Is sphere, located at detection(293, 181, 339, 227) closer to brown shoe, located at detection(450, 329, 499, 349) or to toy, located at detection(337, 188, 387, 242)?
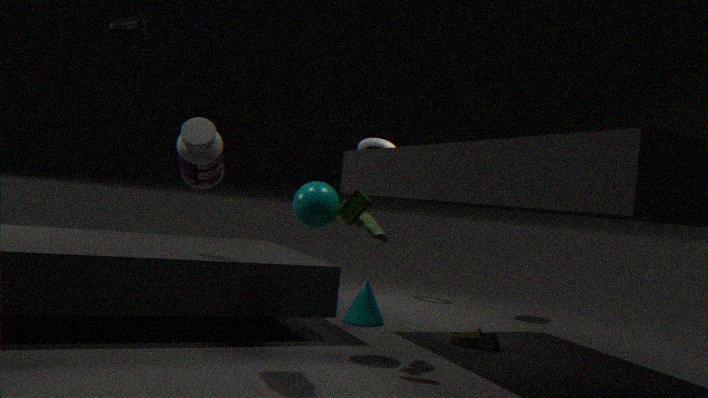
toy, located at detection(337, 188, 387, 242)
